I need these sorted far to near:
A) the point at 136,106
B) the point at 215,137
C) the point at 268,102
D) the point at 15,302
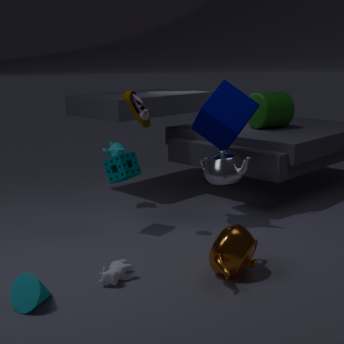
1. the point at 268,102
2. the point at 215,137
3. the point at 136,106
4. the point at 15,302
